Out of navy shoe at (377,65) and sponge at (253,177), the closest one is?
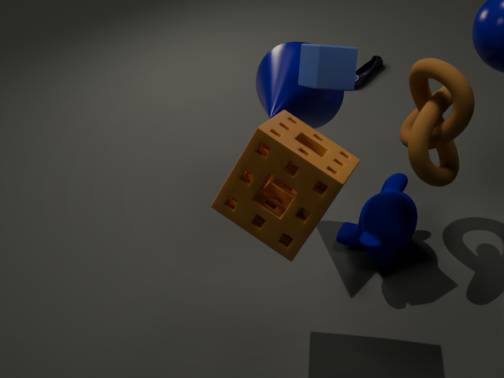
sponge at (253,177)
